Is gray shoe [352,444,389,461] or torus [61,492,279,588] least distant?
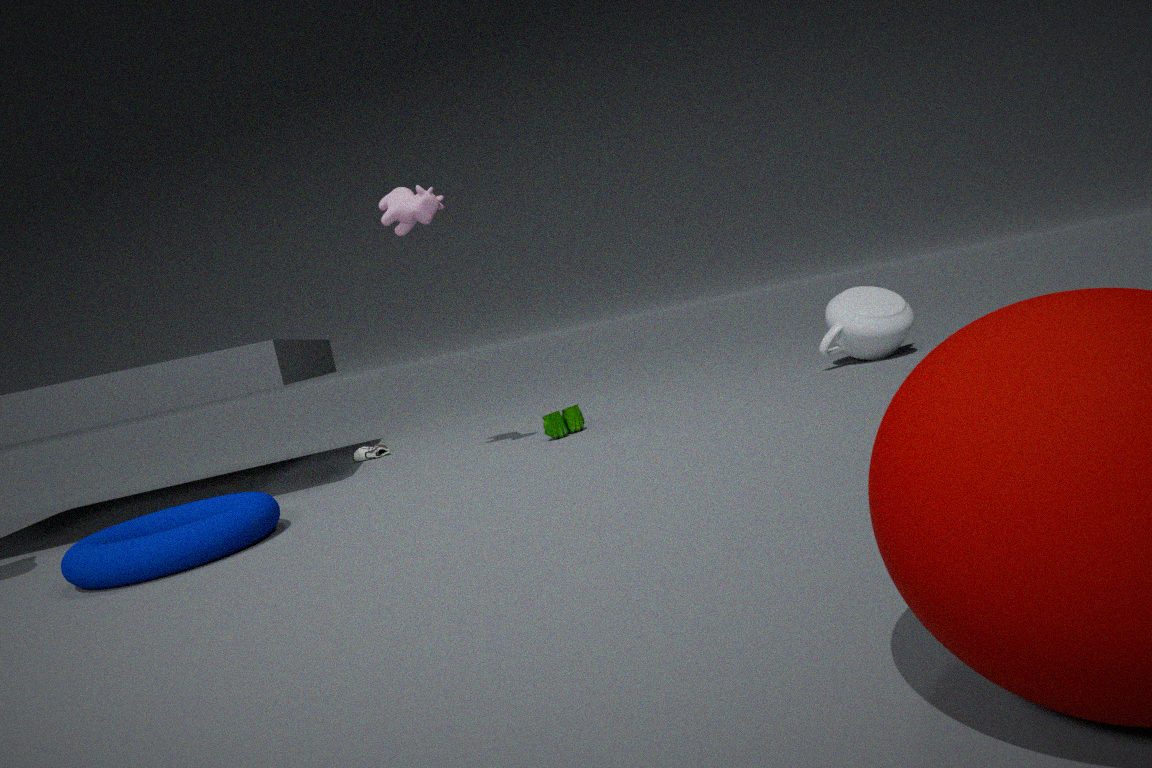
torus [61,492,279,588]
